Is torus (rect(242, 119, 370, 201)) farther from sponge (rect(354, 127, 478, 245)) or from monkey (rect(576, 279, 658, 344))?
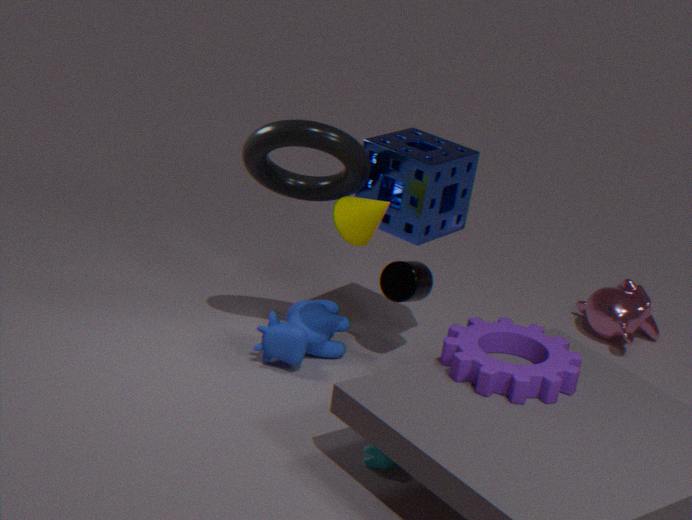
monkey (rect(576, 279, 658, 344))
